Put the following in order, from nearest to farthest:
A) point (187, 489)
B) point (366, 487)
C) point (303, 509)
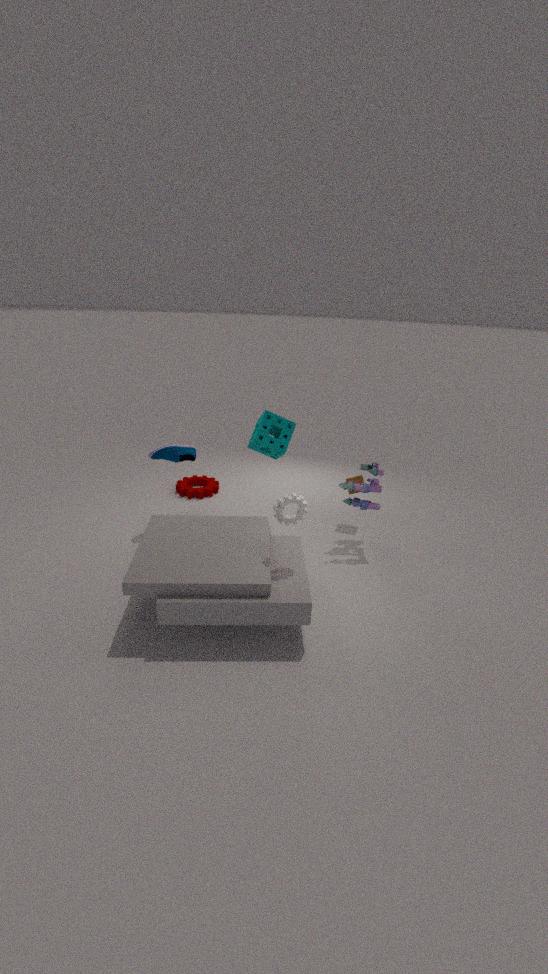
point (303, 509)
point (366, 487)
point (187, 489)
